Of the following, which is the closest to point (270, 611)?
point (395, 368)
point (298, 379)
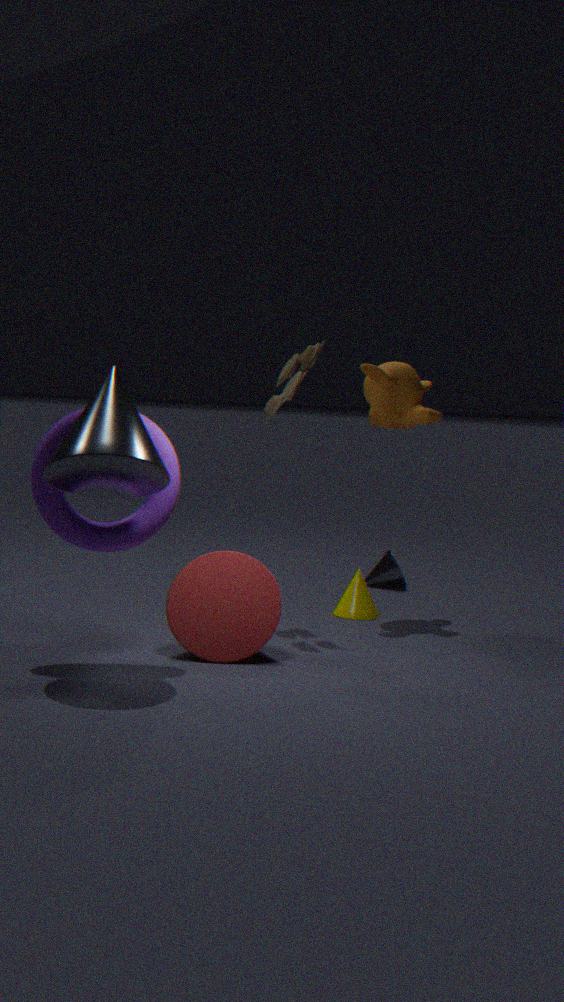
point (298, 379)
